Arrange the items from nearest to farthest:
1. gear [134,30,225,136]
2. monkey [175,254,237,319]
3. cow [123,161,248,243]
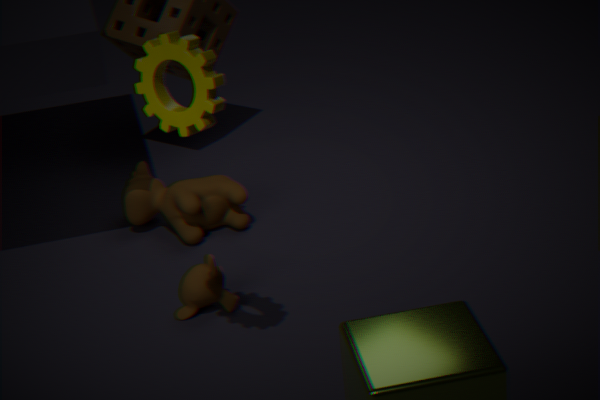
gear [134,30,225,136], monkey [175,254,237,319], cow [123,161,248,243]
